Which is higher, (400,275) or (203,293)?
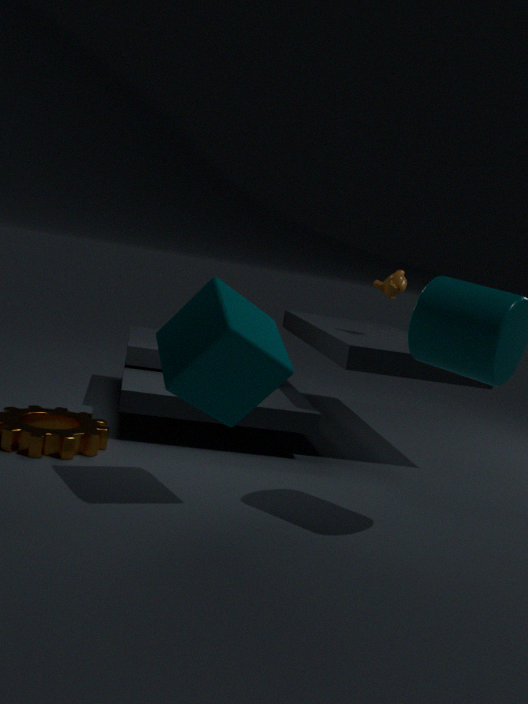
(400,275)
